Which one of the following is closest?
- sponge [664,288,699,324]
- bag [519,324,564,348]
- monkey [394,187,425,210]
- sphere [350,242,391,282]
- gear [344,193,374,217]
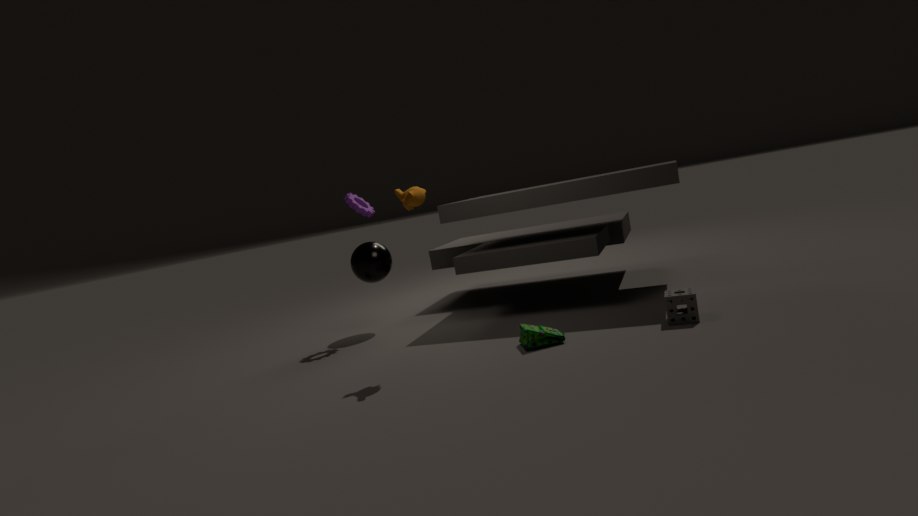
sponge [664,288,699,324]
